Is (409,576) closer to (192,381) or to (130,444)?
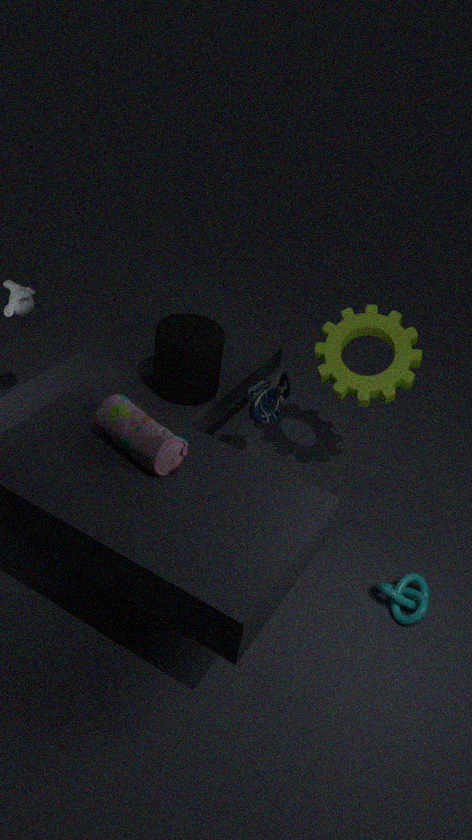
(130,444)
